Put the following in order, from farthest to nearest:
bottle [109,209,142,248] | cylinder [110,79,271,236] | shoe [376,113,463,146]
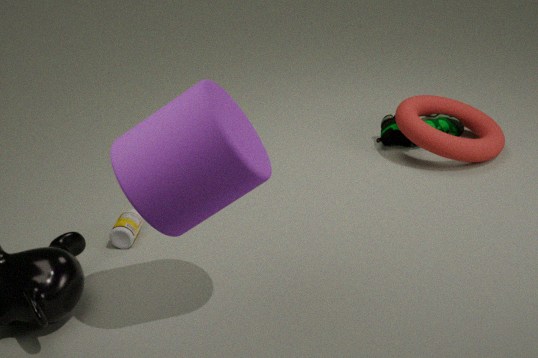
1. shoe [376,113,463,146]
2. bottle [109,209,142,248]
3. cylinder [110,79,271,236]
